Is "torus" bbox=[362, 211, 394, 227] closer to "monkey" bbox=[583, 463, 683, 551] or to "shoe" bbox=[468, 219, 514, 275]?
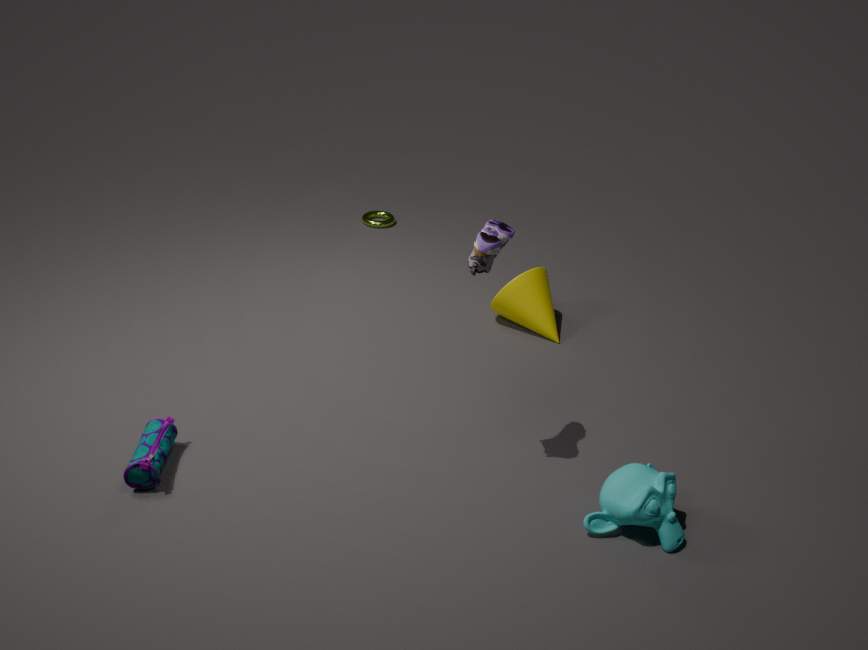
"shoe" bbox=[468, 219, 514, 275]
